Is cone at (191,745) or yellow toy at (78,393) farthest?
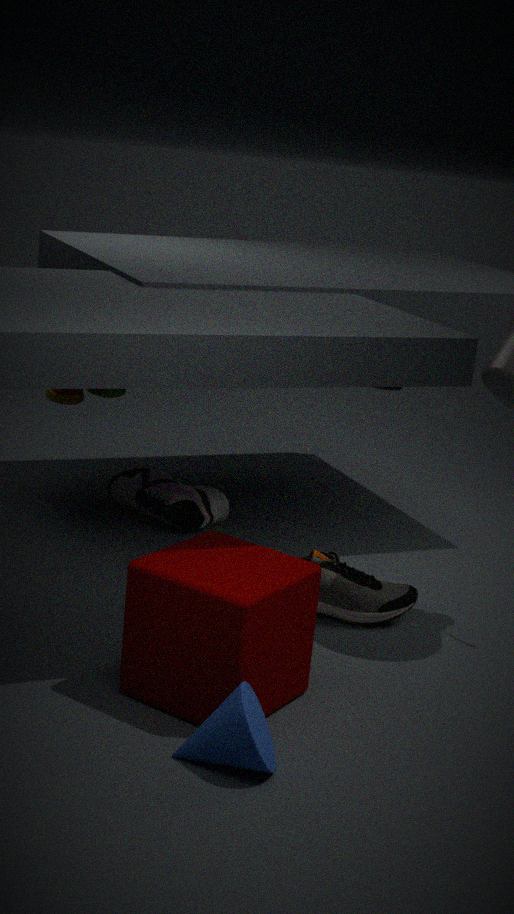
yellow toy at (78,393)
